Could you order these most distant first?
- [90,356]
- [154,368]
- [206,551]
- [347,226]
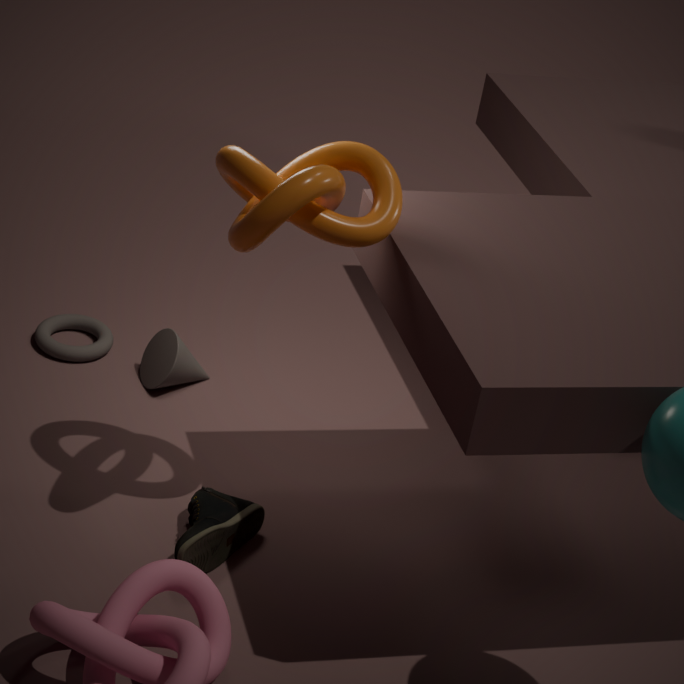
[90,356] < [154,368] < [206,551] < [347,226]
